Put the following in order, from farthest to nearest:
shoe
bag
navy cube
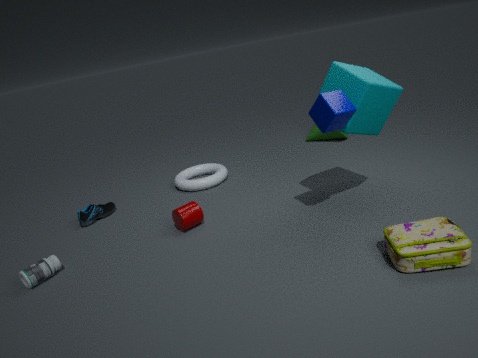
1. shoe
2. navy cube
3. bag
